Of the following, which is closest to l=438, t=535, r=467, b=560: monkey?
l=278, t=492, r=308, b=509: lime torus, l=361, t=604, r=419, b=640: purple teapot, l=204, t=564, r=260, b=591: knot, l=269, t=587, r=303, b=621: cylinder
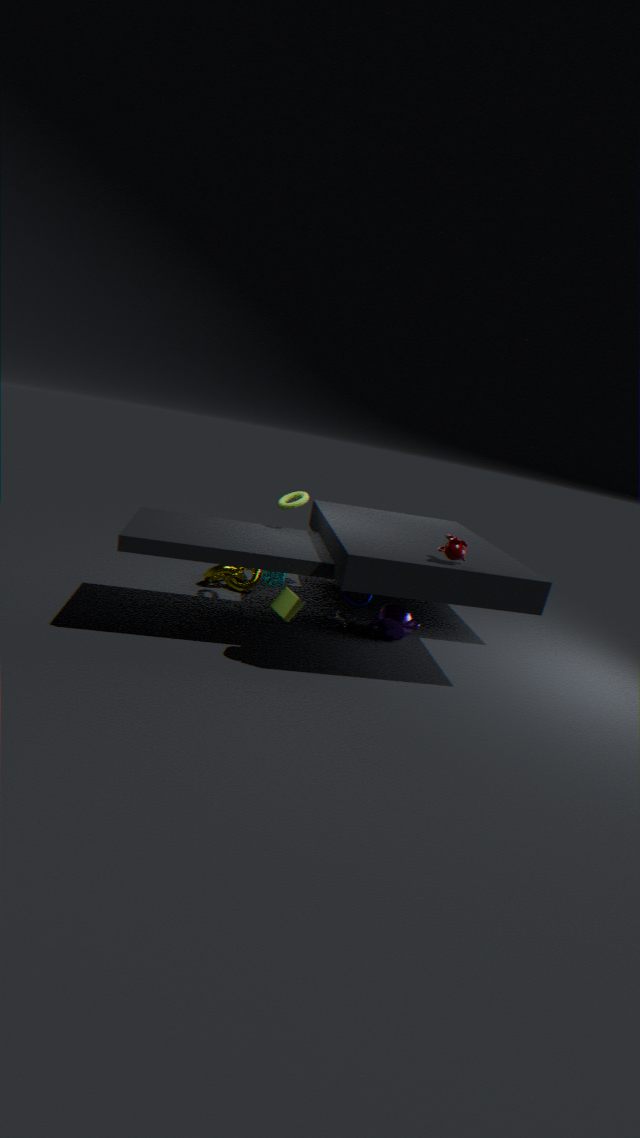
l=361, t=604, r=419, b=640: purple teapot
